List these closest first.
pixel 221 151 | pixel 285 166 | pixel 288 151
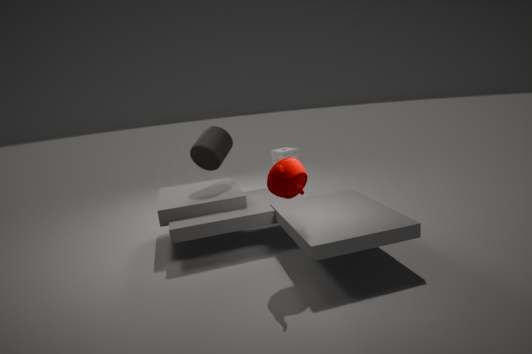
pixel 285 166 → pixel 221 151 → pixel 288 151
